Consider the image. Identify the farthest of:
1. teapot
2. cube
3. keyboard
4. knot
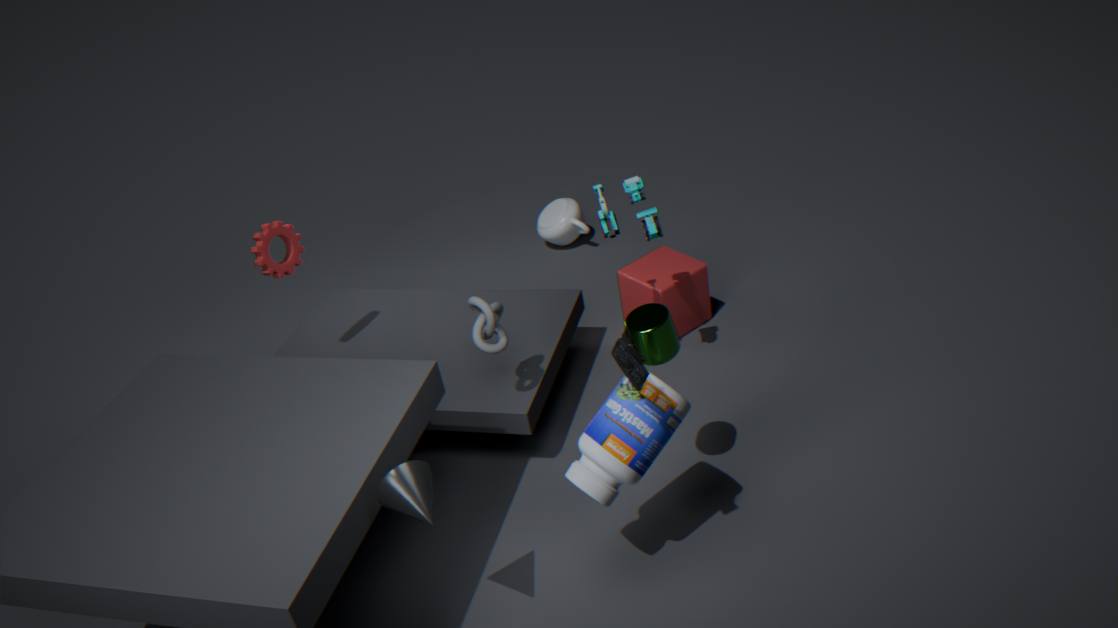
teapot
